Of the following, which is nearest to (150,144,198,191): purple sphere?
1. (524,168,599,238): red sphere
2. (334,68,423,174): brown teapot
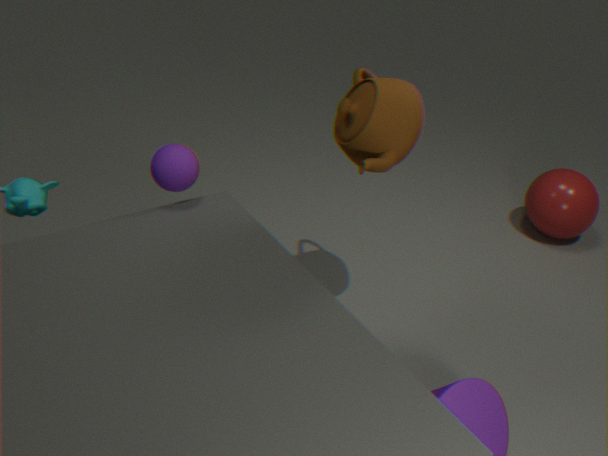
(334,68,423,174): brown teapot
